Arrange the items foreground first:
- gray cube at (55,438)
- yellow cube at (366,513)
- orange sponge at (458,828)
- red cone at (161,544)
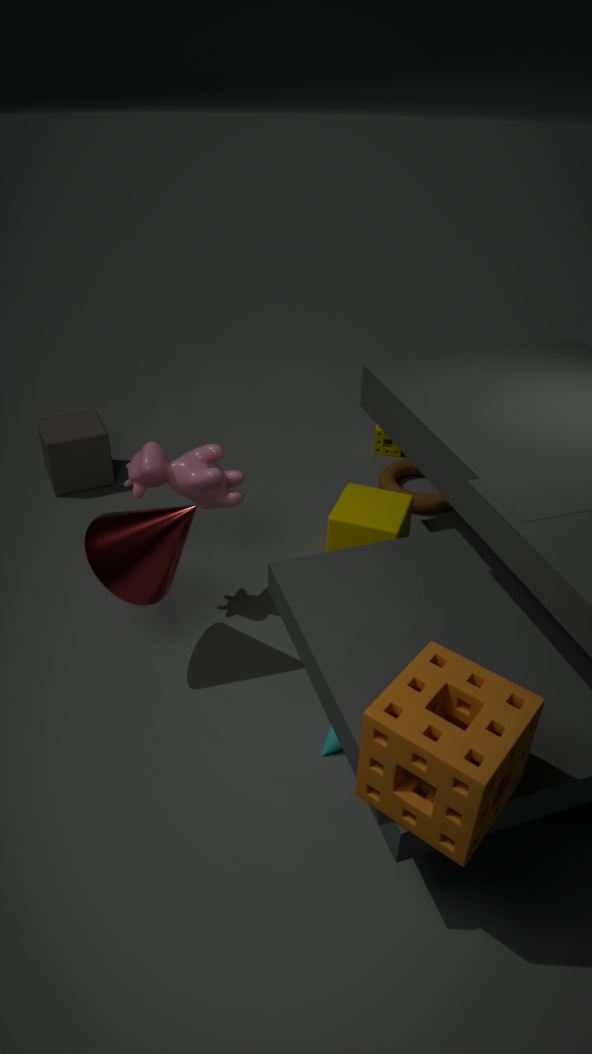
orange sponge at (458,828), red cone at (161,544), yellow cube at (366,513), gray cube at (55,438)
